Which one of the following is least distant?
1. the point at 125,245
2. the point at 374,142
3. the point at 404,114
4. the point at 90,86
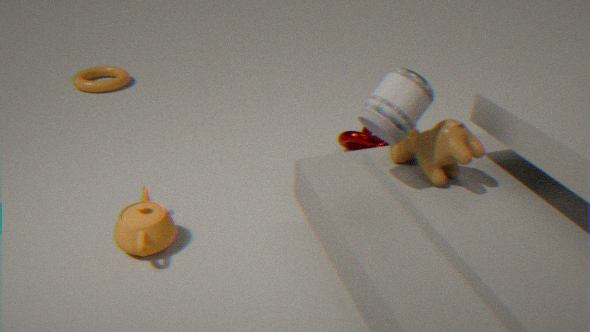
the point at 404,114
